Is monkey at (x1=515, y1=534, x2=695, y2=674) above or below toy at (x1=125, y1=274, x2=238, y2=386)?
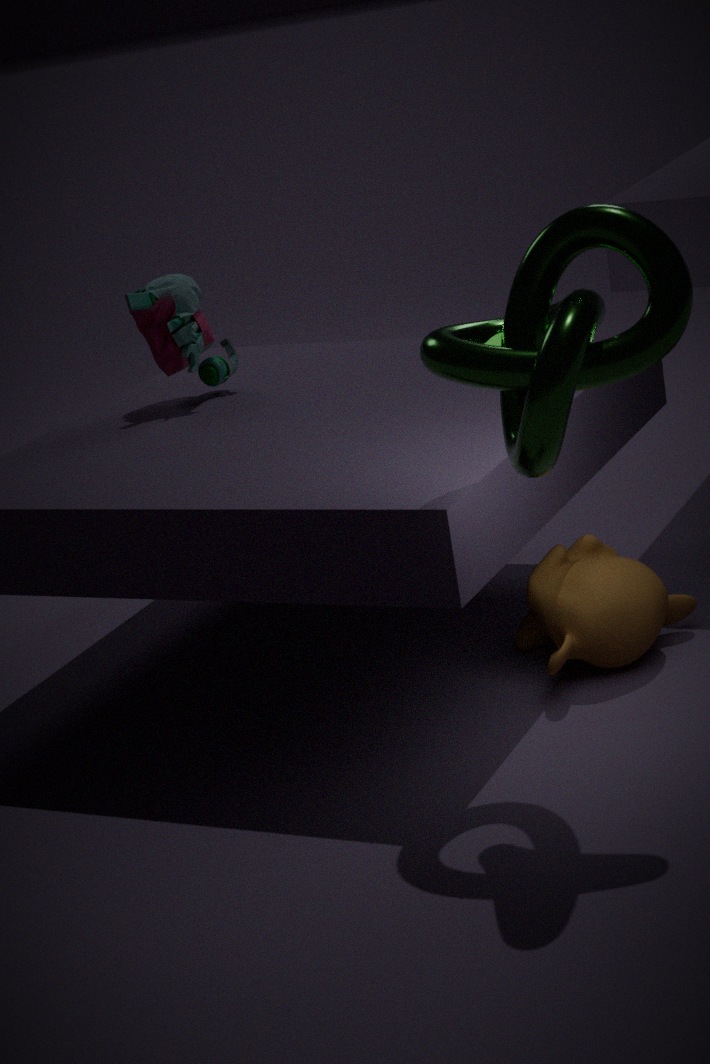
below
